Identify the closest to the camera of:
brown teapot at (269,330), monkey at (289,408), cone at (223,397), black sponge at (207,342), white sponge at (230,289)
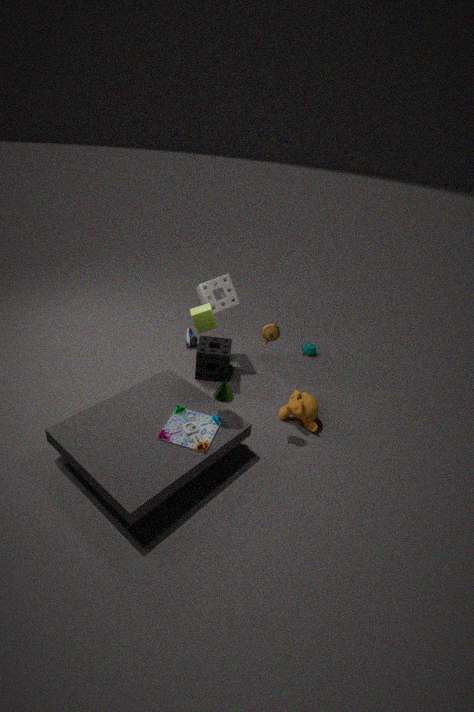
brown teapot at (269,330)
